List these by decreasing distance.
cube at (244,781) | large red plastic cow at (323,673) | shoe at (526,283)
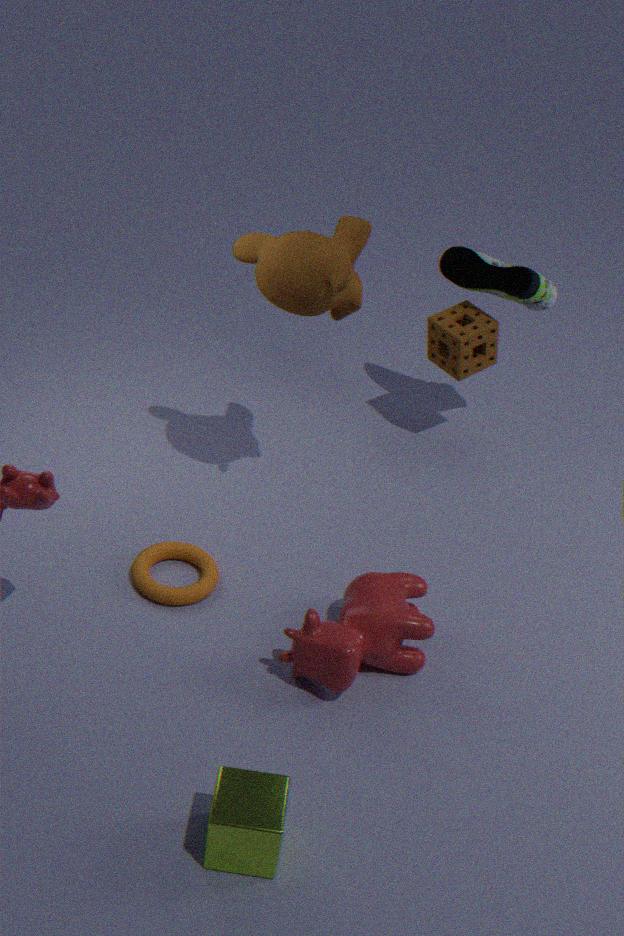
shoe at (526,283)
large red plastic cow at (323,673)
cube at (244,781)
